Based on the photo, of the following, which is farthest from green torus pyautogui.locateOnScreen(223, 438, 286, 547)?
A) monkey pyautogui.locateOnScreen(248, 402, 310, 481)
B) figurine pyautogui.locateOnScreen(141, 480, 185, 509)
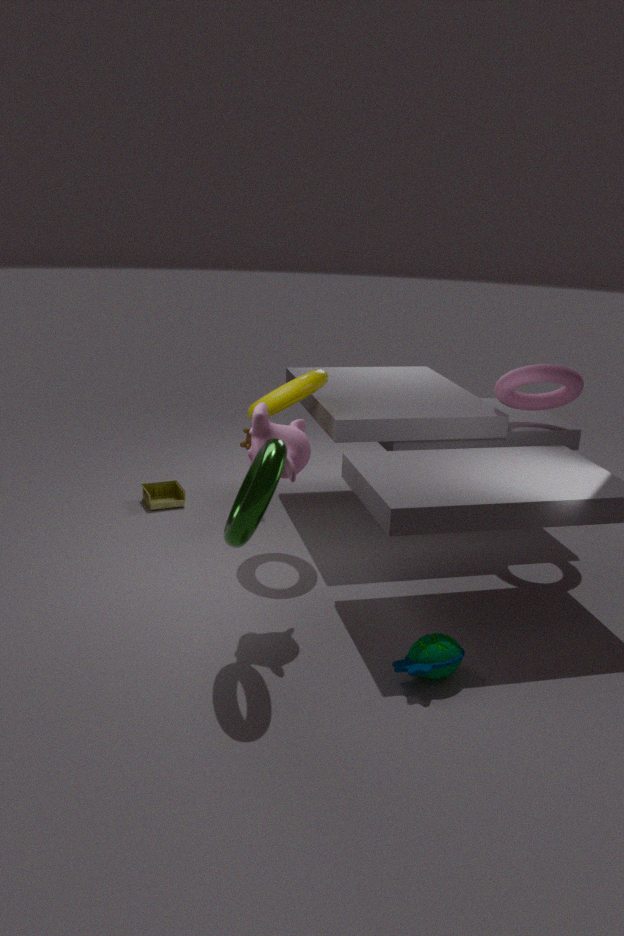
figurine pyautogui.locateOnScreen(141, 480, 185, 509)
